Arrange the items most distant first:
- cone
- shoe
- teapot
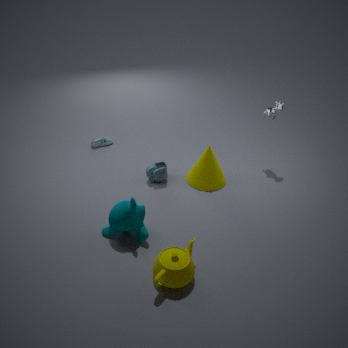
shoe
cone
teapot
